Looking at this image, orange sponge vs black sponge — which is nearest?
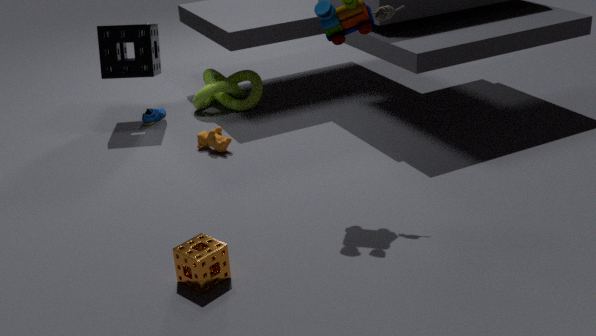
orange sponge
